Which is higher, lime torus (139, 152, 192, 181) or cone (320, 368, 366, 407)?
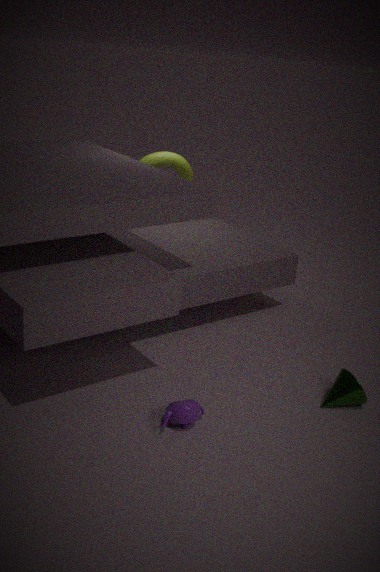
lime torus (139, 152, 192, 181)
